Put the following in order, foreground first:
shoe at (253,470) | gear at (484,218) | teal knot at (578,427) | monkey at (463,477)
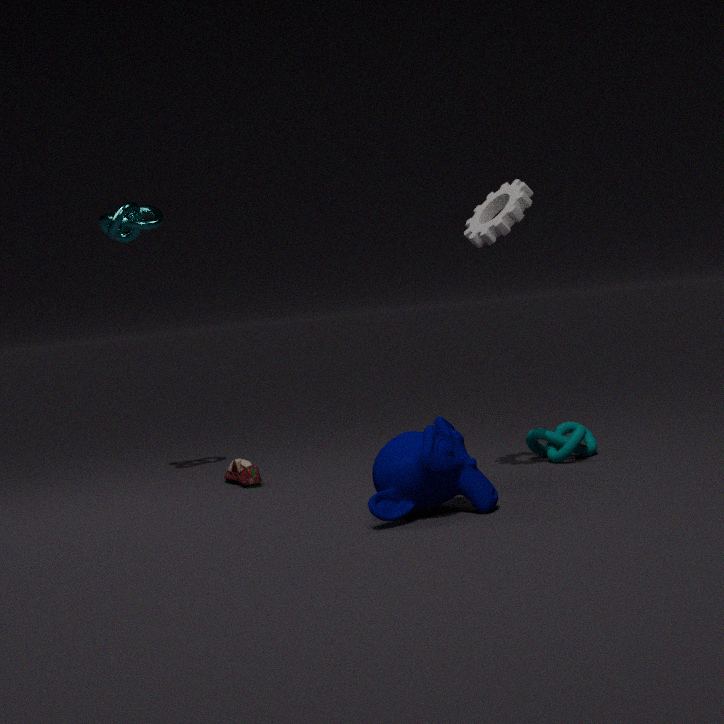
monkey at (463,477)
gear at (484,218)
teal knot at (578,427)
shoe at (253,470)
